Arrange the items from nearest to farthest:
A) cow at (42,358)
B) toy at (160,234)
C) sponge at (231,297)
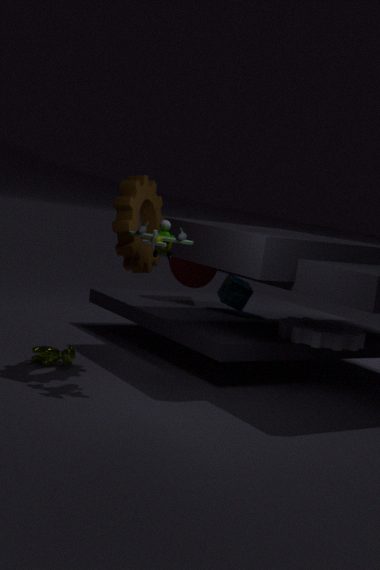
toy at (160,234) < cow at (42,358) < sponge at (231,297)
